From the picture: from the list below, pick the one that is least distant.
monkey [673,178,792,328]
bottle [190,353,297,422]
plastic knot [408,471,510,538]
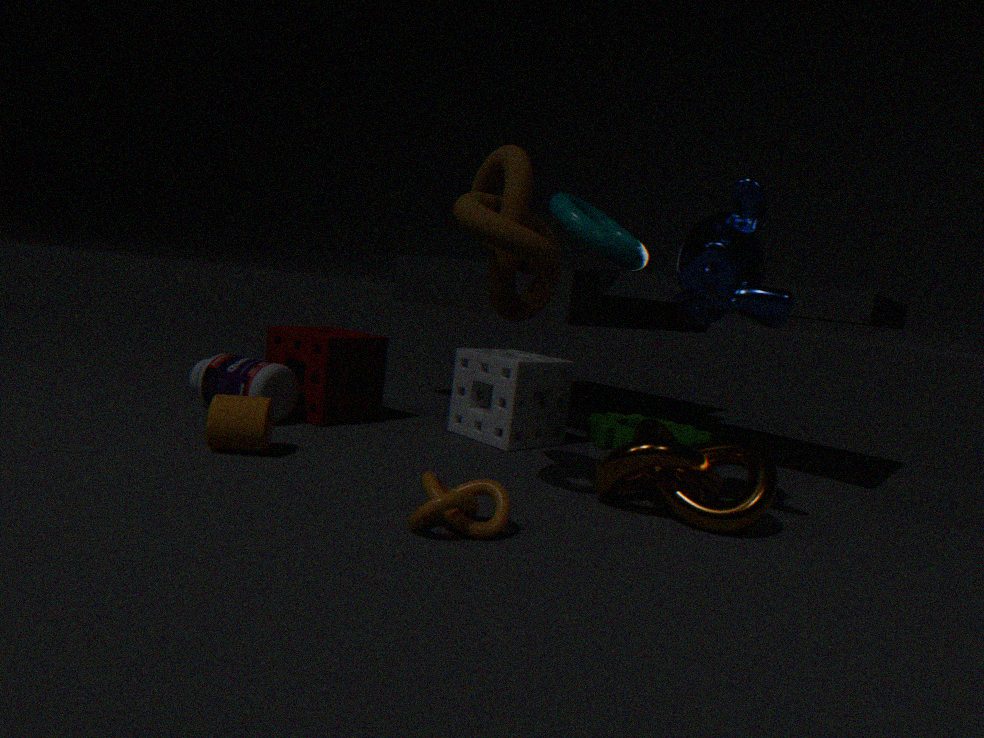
plastic knot [408,471,510,538]
